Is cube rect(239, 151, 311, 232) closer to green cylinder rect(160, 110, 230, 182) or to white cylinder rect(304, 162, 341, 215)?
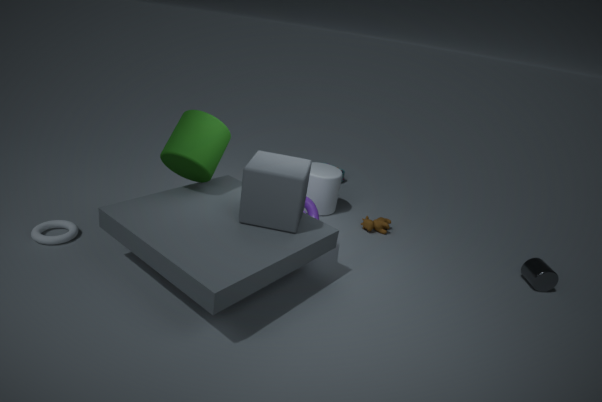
green cylinder rect(160, 110, 230, 182)
